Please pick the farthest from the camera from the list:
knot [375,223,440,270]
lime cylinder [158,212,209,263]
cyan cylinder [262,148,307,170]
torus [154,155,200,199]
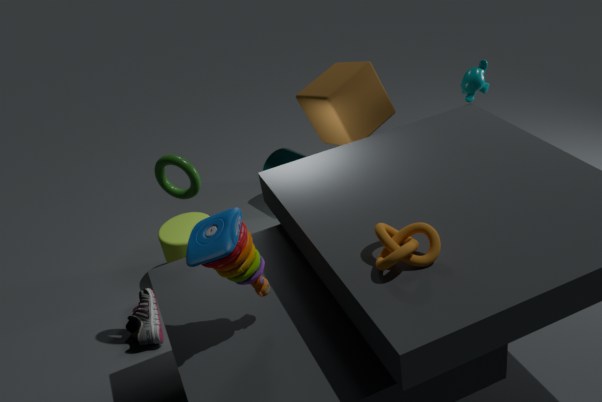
cyan cylinder [262,148,307,170]
